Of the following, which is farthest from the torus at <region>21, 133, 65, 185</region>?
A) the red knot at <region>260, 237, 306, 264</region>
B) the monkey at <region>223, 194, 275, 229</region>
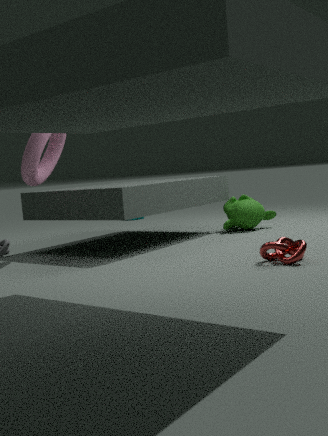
the red knot at <region>260, 237, 306, 264</region>
